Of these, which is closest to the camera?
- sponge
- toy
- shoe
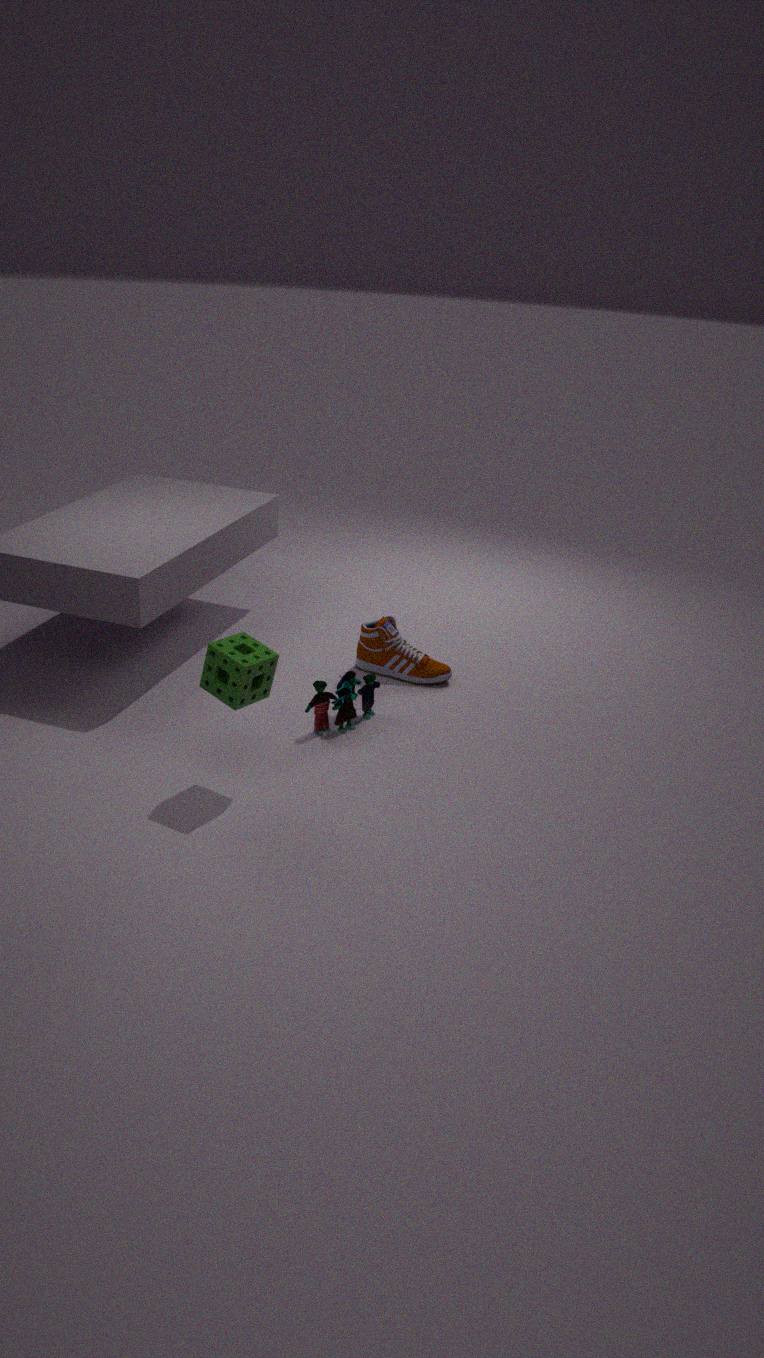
sponge
